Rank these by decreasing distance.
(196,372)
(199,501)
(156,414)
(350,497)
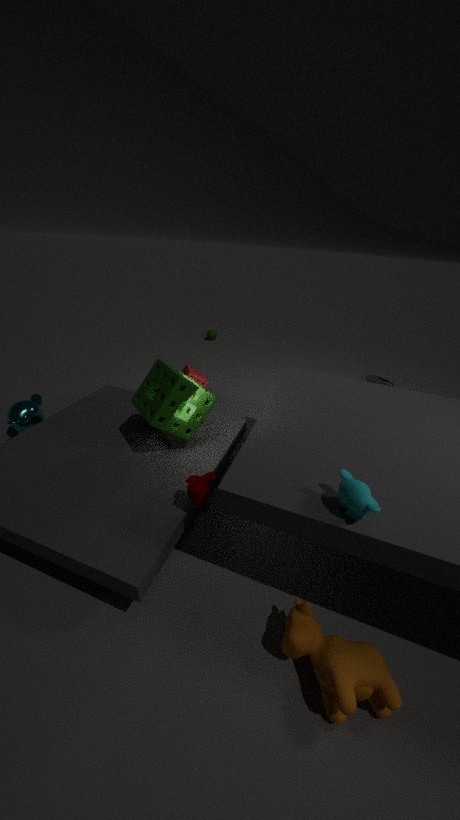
(196,372) → (156,414) → (199,501) → (350,497)
